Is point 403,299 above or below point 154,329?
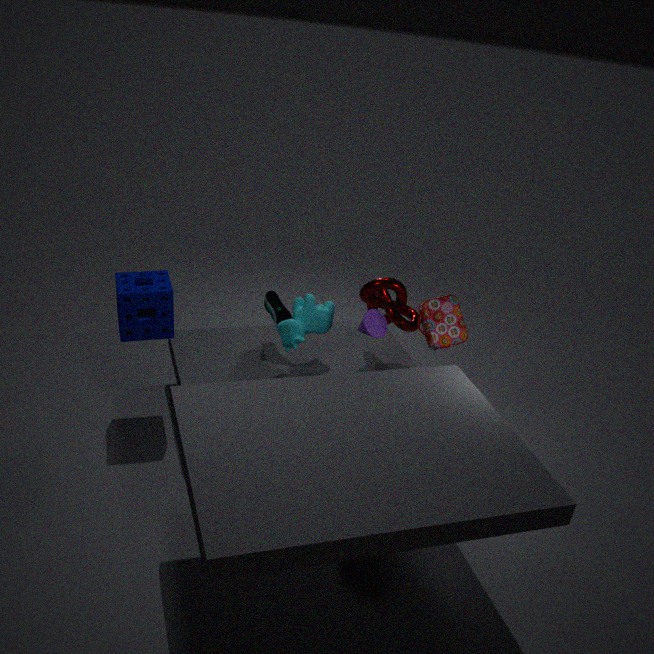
above
